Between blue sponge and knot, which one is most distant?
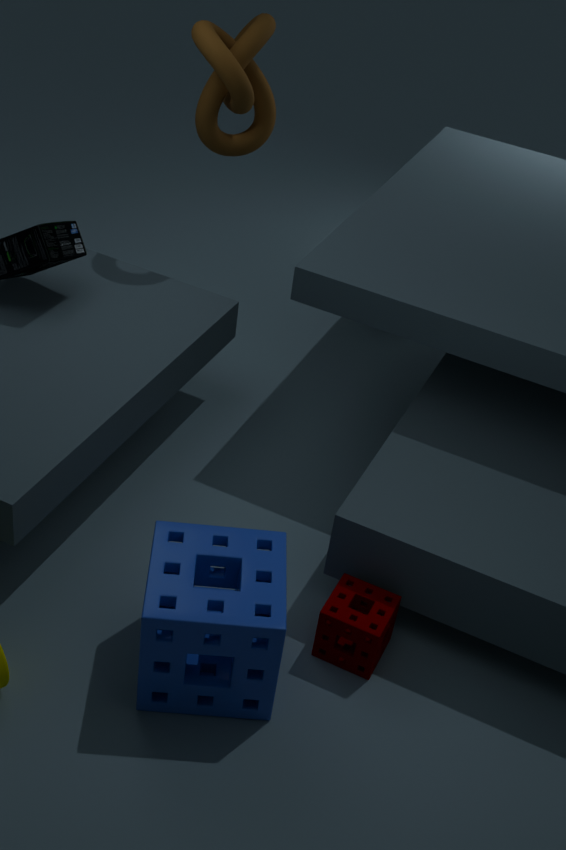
knot
